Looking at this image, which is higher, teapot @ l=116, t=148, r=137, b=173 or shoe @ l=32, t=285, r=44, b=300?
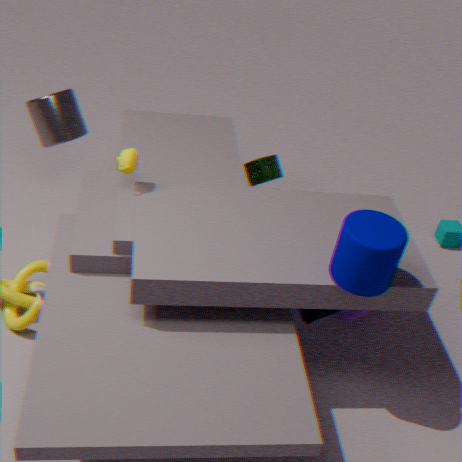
teapot @ l=116, t=148, r=137, b=173
